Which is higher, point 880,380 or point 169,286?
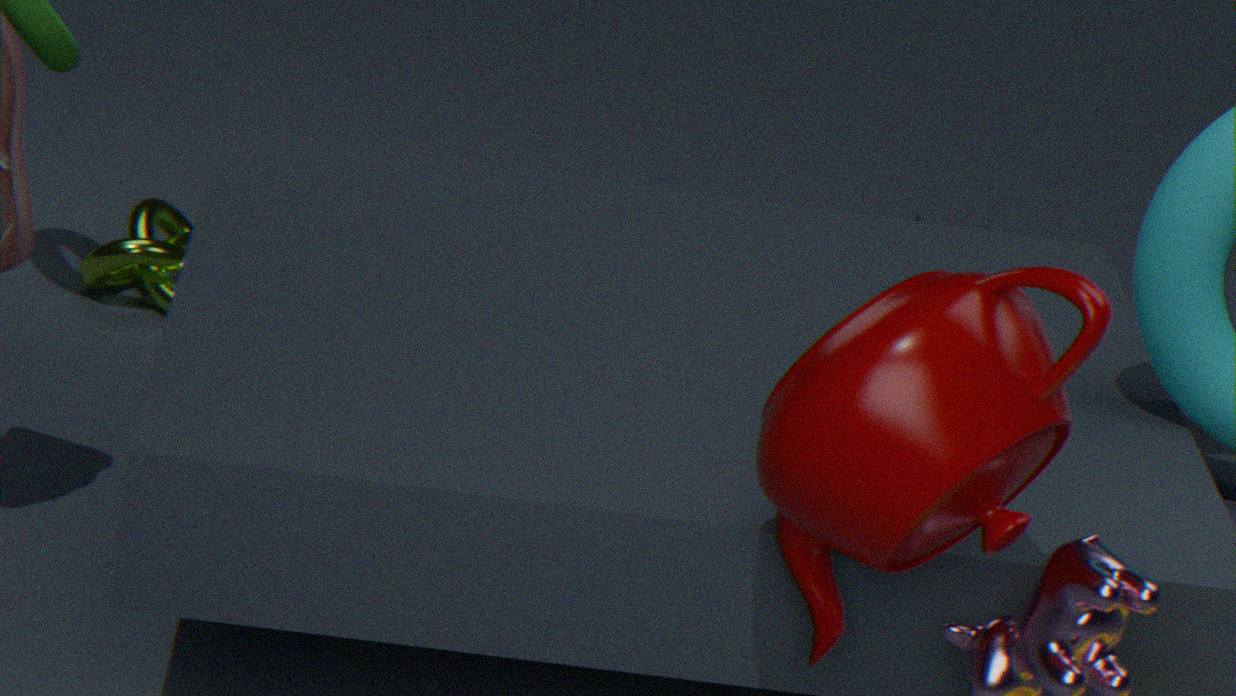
point 880,380
